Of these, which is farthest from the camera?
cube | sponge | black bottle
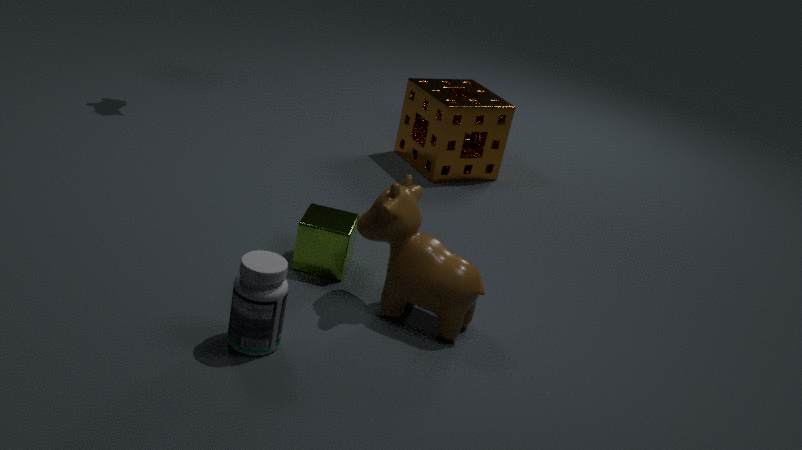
sponge
